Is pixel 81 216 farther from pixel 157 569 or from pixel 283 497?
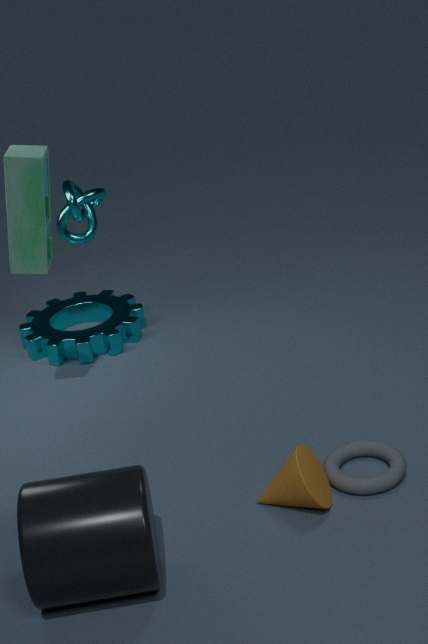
pixel 157 569
